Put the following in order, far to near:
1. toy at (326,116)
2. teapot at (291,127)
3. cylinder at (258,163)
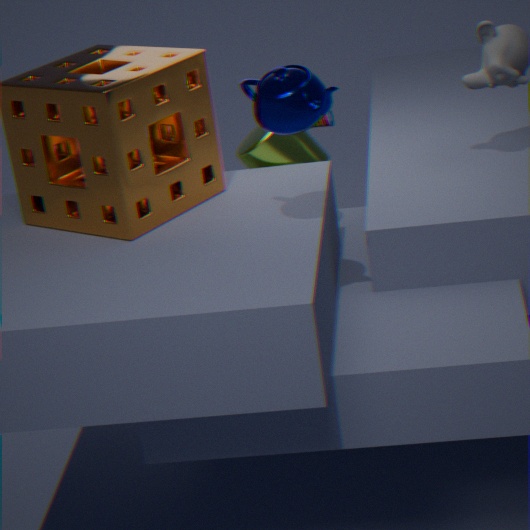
toy at (326,116) < cylinder at (258,163) < teapot at (291,127)
